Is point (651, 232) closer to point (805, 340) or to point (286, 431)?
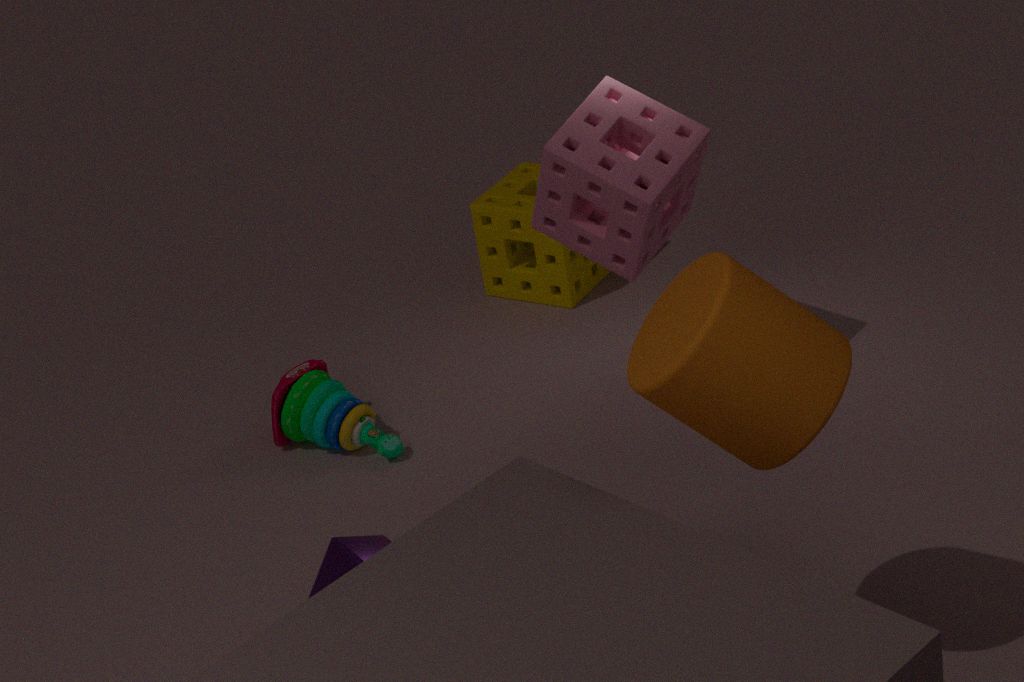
point (286, 431)
